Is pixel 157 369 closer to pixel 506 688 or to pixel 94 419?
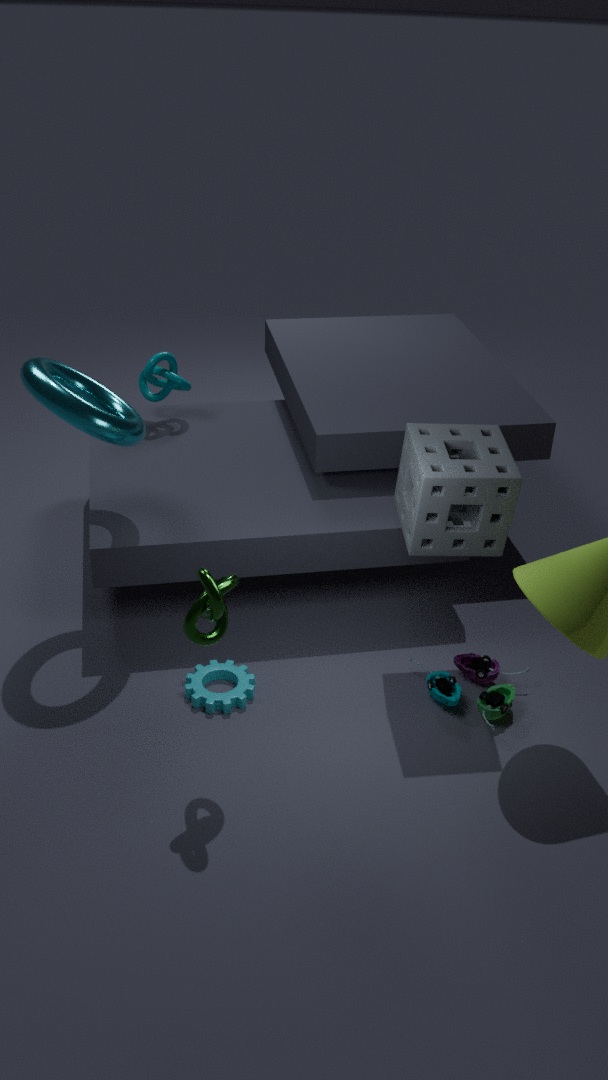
pixel 94 419
